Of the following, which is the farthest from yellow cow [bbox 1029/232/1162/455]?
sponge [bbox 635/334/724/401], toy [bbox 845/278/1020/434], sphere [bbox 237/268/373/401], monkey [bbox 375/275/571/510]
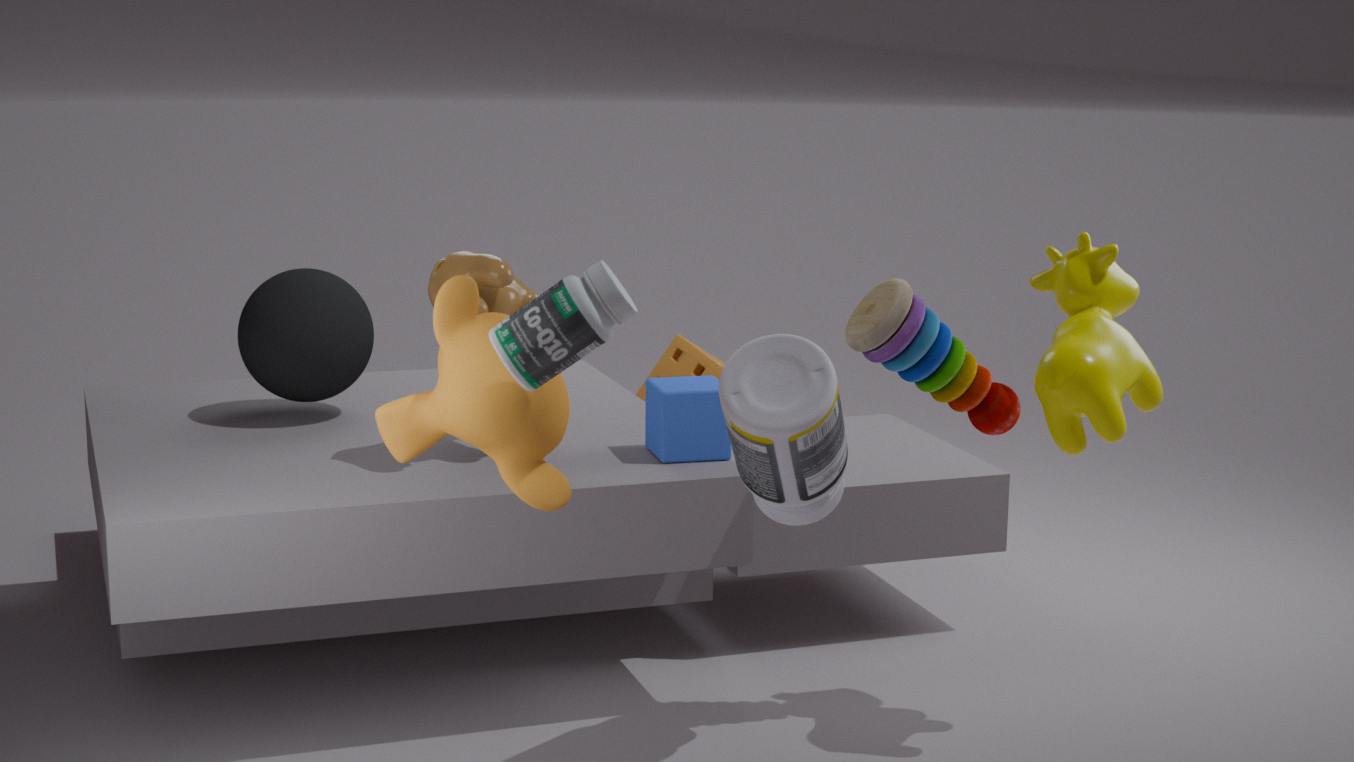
sponge [bbox 635/334/724/401]
